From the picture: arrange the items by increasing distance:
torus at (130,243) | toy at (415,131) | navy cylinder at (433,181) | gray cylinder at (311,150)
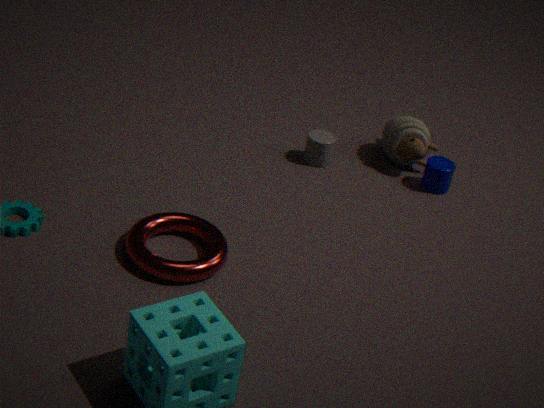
torus at (130,243) → navy cylinder at (433,181) → gray cylinder at (311,150) → toy at (415,131)
